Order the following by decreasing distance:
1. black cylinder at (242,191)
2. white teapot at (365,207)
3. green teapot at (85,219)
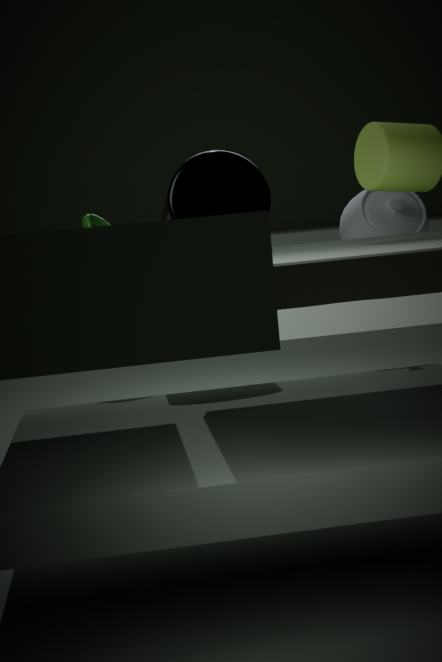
white teapot at (365,207) < green teapot at (85,219) < black cylinder at (242,191)
